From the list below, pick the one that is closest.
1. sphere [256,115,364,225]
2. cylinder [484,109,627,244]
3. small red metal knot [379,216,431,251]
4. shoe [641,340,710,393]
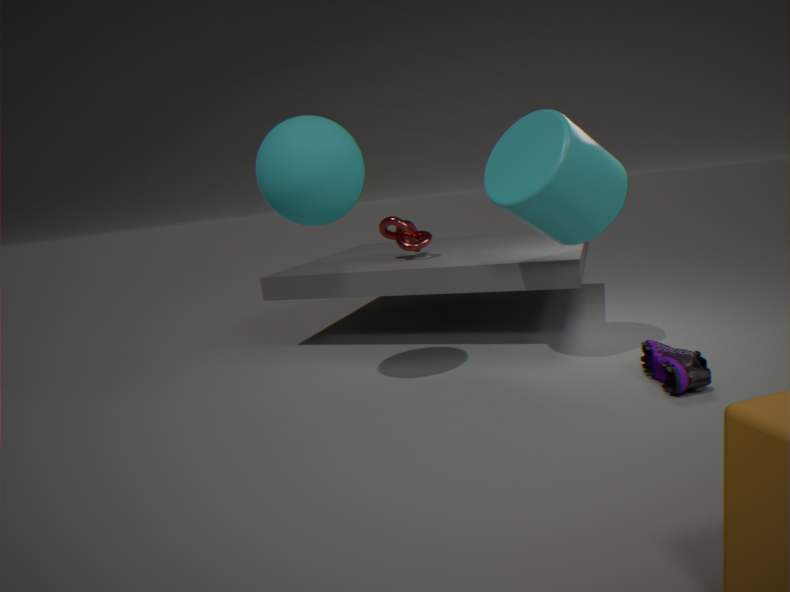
shoe [641,340,710,393]
